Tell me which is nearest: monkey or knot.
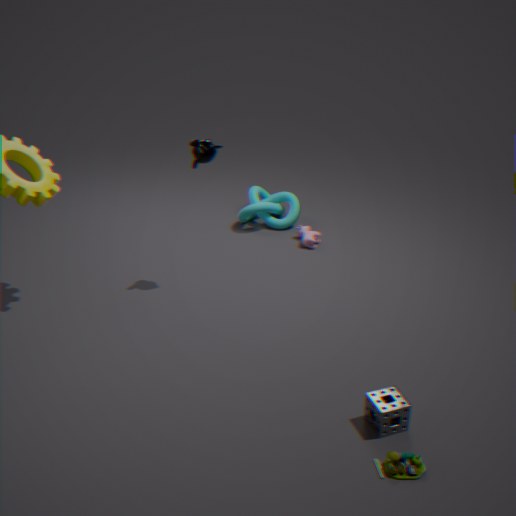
monkey
